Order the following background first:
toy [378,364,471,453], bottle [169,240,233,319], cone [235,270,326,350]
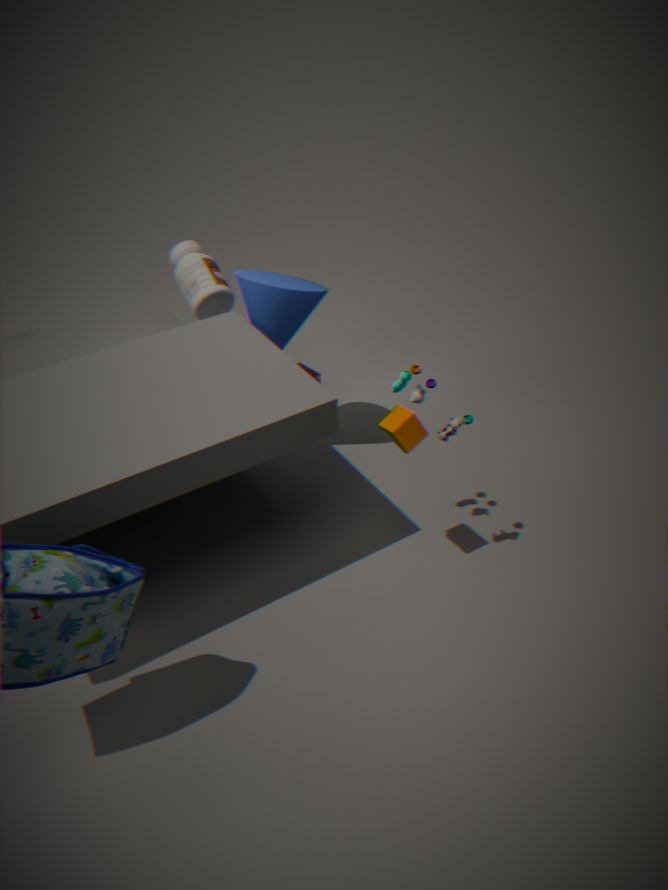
bottle [169,240,233,319] → cone [235,270,326,350] → toy [378,364,471,453]
